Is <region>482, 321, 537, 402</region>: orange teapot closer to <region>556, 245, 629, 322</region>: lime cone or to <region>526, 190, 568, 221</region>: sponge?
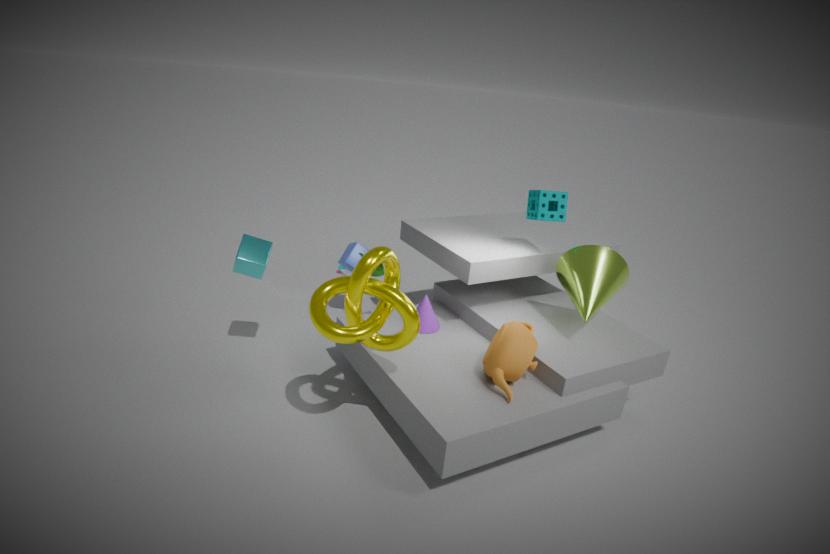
<region>556, 245, 629, 322</region>: lime cone
